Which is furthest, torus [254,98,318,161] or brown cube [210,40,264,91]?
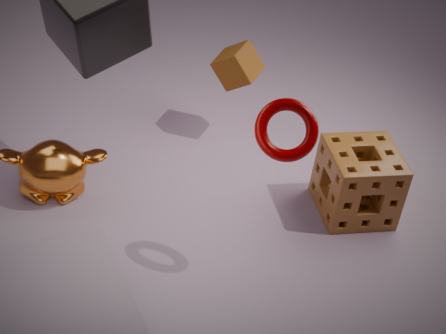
brown cube [210,40,264,91]
